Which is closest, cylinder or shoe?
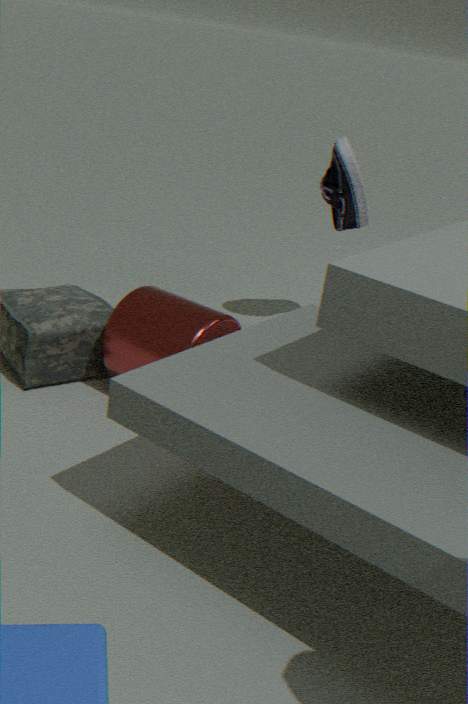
cylinder
